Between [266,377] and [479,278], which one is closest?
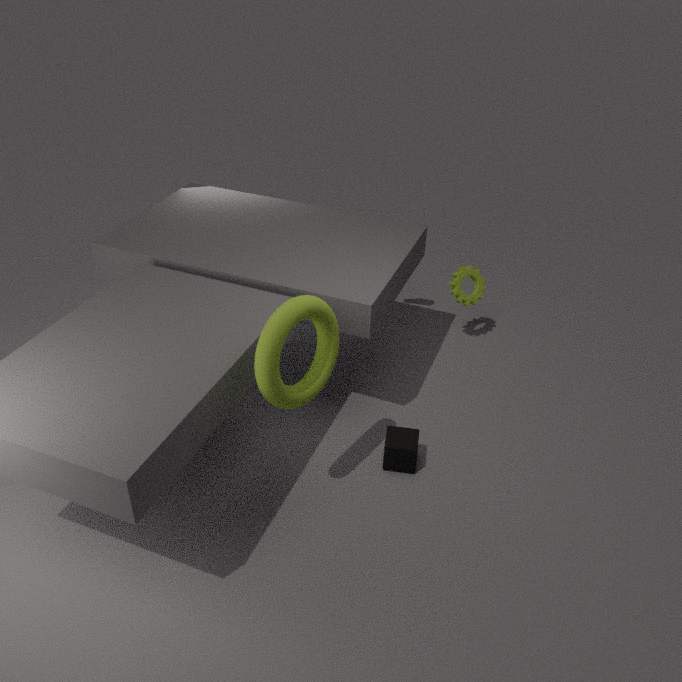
[266,377]
